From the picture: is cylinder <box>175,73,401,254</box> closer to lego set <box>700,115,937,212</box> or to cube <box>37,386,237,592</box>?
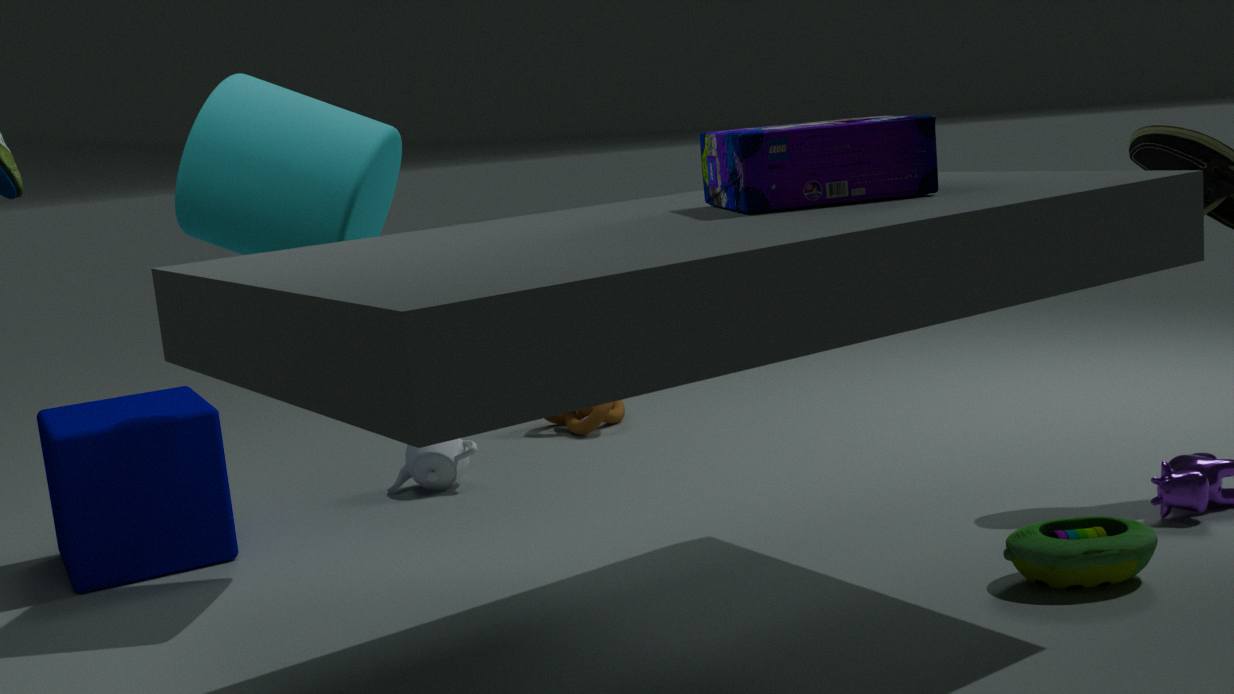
cube <box>37,386,237,592</box>
